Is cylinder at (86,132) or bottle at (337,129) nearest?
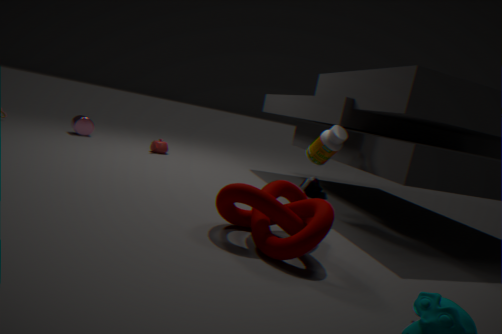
bottle at (337,129)
